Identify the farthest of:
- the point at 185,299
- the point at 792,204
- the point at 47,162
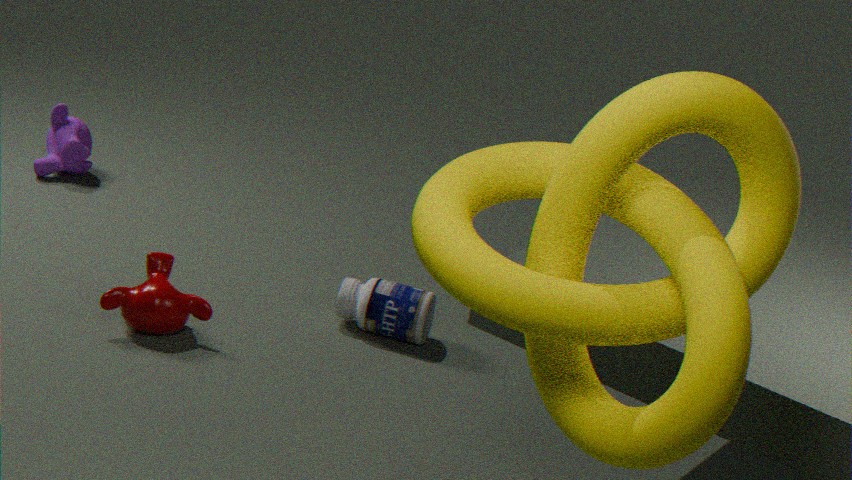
the point at 47,162
